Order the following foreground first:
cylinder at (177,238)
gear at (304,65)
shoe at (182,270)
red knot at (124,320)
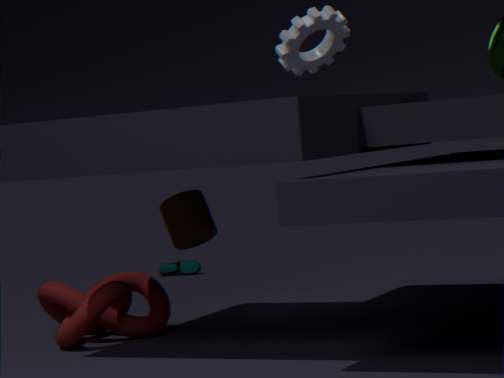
1. gear at (304,65)
2. red knot at (124,320)
3. cylinder at (177,238)
4. shoe at (182,270)
